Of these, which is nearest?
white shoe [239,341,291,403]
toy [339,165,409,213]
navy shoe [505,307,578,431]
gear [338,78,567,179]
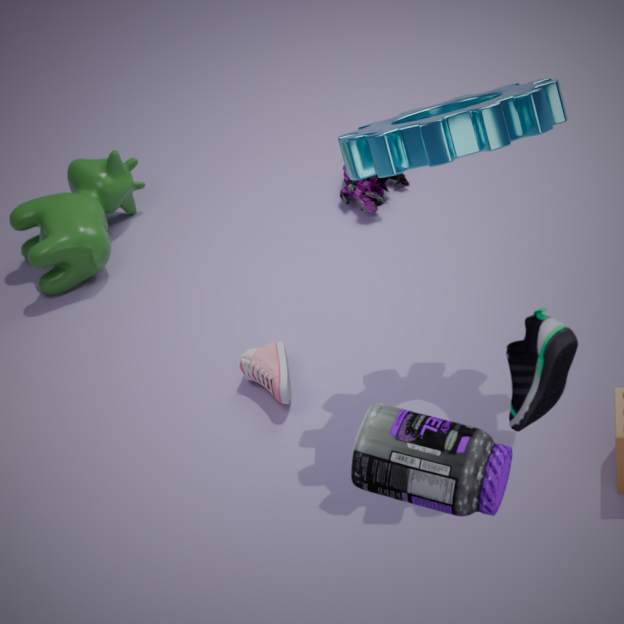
navy shoe [505,307,578,431]
